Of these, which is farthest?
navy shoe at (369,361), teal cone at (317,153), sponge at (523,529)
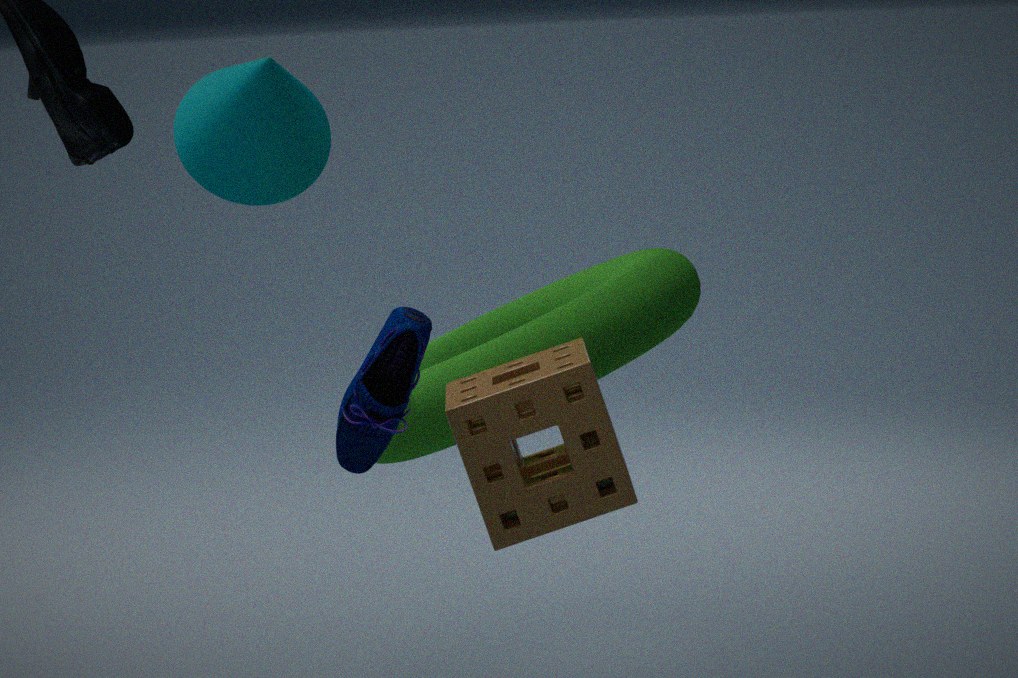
teal cone at (317,153)
